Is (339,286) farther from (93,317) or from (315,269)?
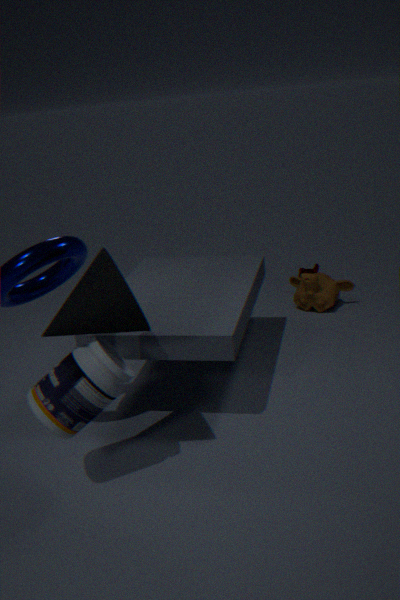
(93,317)
